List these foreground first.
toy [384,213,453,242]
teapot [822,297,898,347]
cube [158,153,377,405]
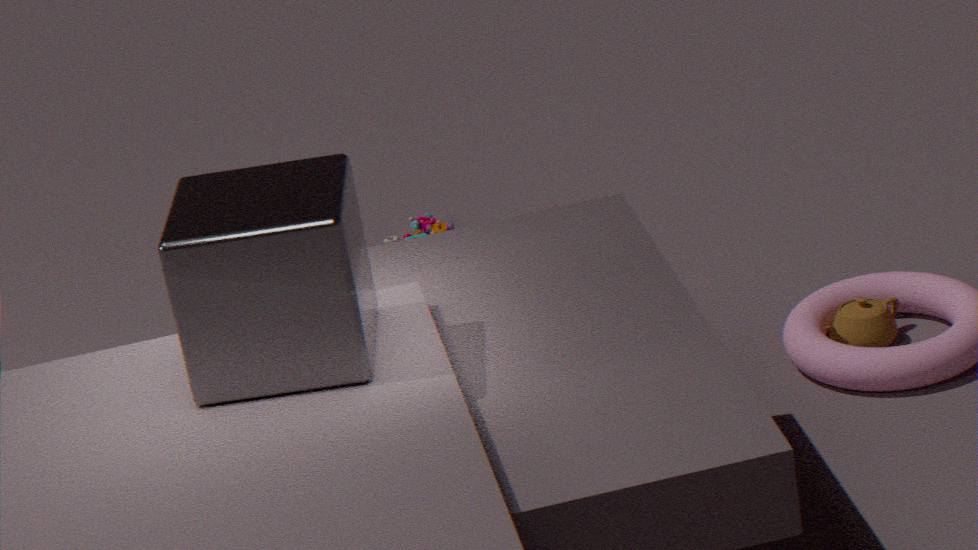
cube [158,153,377,405] → teapot [822,297,898,347] → toy [384,213,453,242]
